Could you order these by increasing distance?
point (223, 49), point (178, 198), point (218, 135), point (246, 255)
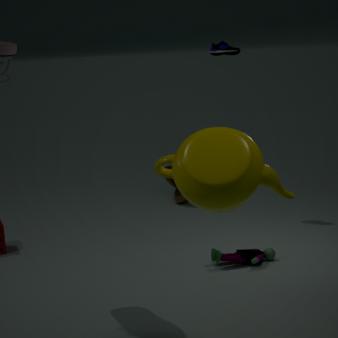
point (218, 135) → point (246, 255) → point (223, 49) → point (178, 198)
